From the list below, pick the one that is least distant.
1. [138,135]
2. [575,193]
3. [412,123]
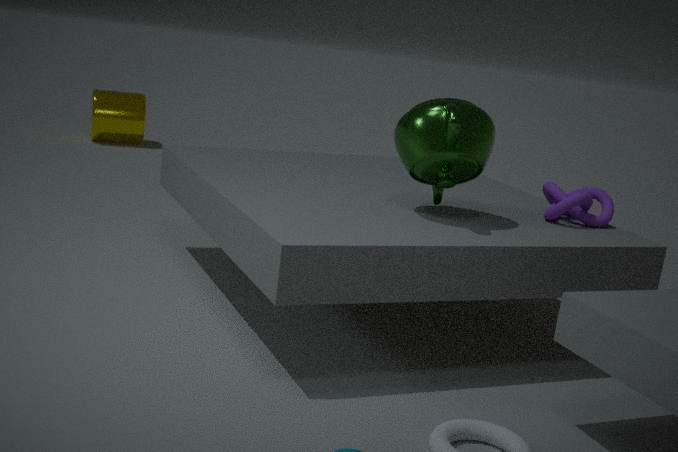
[412,123]
